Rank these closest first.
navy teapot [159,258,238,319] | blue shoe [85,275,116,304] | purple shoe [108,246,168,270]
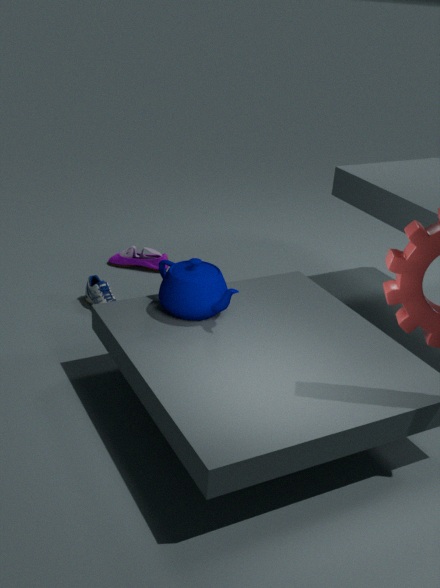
navy teapot [159,258,238,319] < blue shoe [85,275,116,304] < purple shoe [108,246,168,270]
